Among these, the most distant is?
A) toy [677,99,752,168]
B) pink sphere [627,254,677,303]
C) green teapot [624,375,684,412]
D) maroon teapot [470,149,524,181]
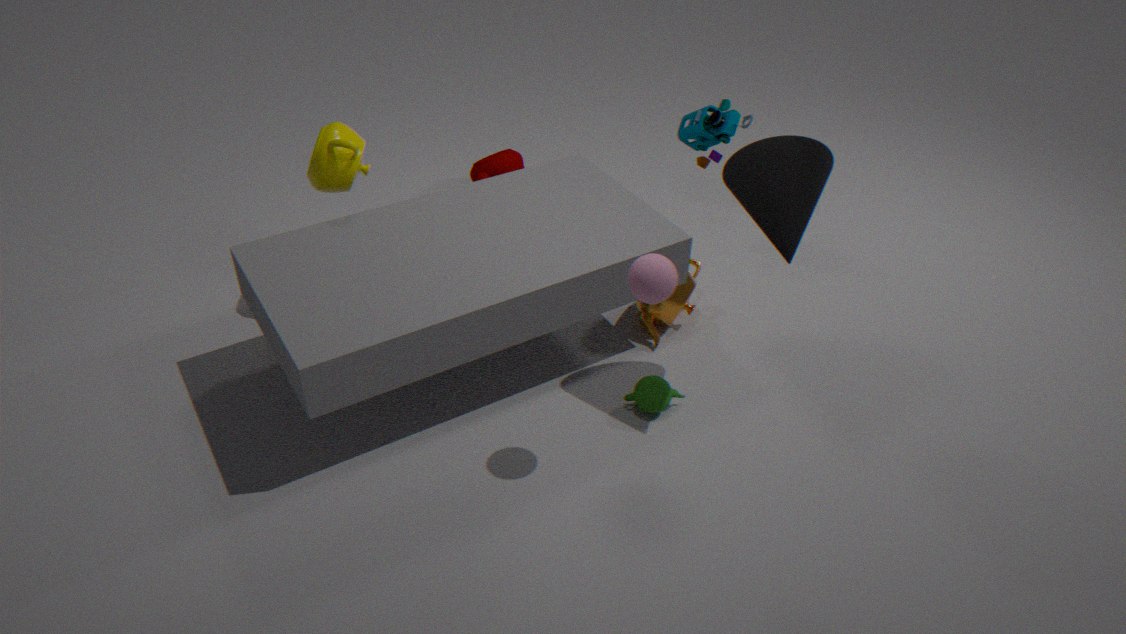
maroon teapot [470,149,524,181]
